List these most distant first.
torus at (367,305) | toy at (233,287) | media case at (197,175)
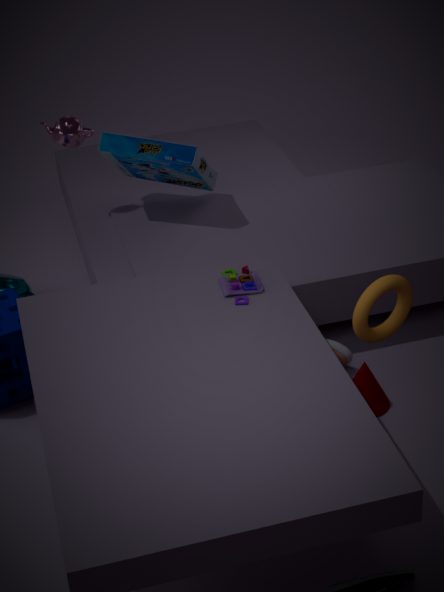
1. media case at (197,175)
2. toy at (233,287)
3. torus at (367,305)
